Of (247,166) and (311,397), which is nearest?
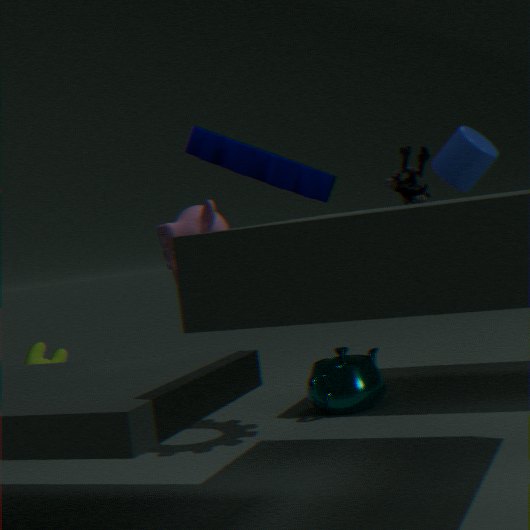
(247,166)
